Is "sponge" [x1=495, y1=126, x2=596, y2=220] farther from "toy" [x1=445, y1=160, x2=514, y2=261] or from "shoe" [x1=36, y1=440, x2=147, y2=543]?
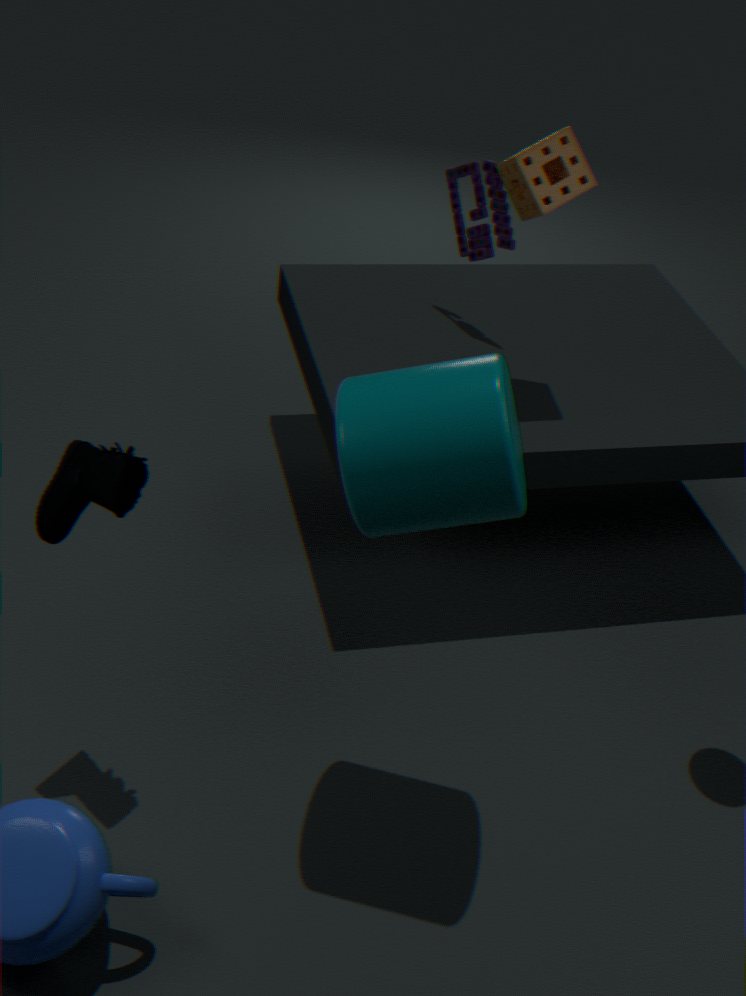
"shoe" [x1=36, y1=440, x2=147, y2=543]
